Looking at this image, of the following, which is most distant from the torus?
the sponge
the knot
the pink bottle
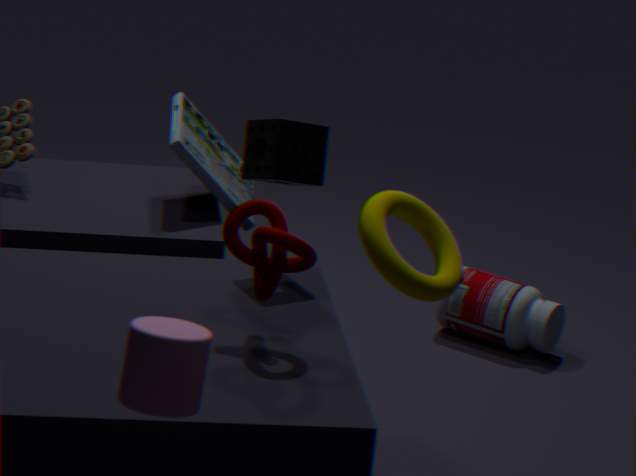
the pink bottle
